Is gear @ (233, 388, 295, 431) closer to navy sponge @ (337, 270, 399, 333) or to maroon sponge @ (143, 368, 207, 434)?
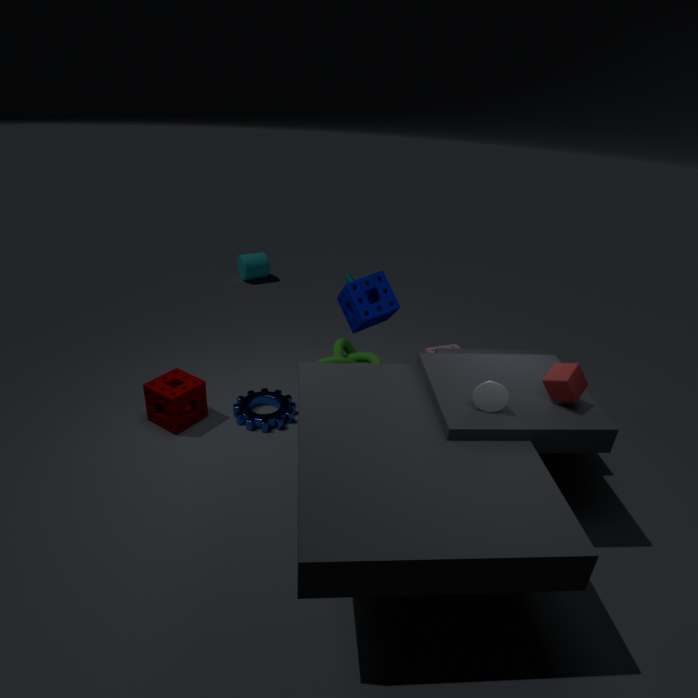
maroon sponge @ (143, 368, 207, 434)
